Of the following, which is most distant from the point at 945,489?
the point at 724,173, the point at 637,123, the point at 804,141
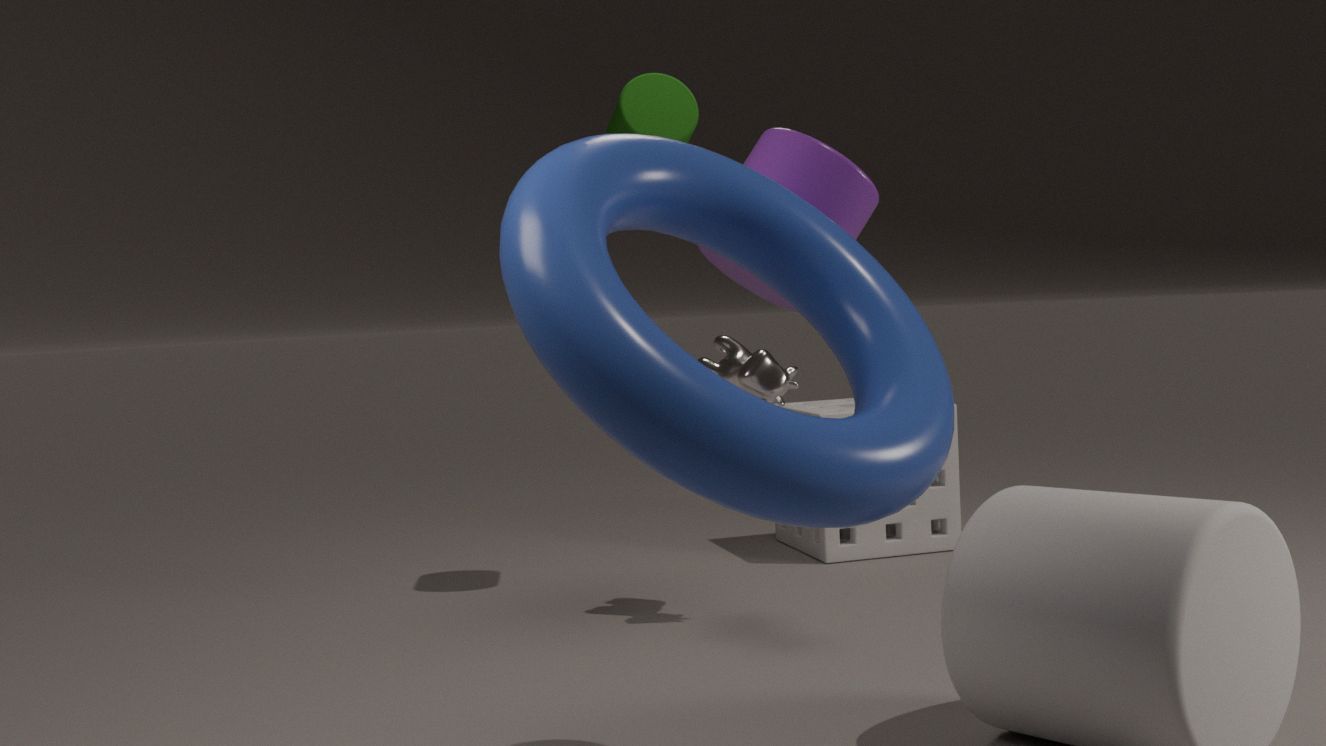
the point at 724,173
